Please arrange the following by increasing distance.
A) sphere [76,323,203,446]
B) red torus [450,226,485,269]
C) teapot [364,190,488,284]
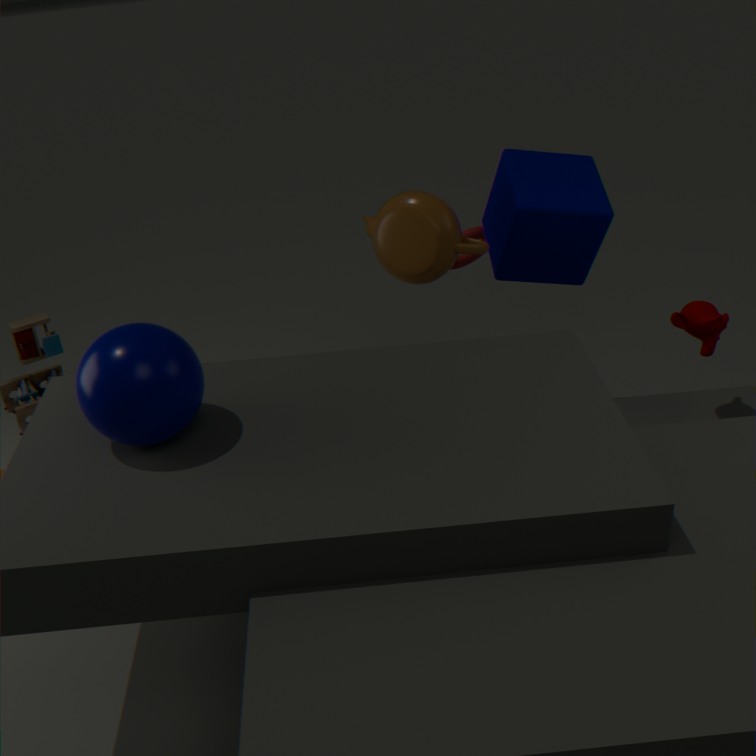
sphere [76,323,203,446]
teapot [364,190,488,284]
red torus [450,226,485,269]
